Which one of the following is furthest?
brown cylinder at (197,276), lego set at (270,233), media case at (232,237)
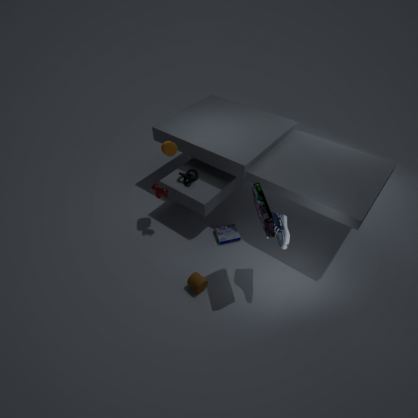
media case at (232,237)
